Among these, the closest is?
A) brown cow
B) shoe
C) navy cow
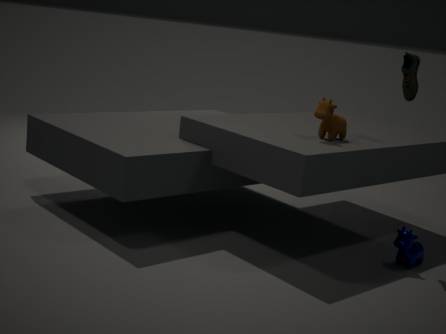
navy cow
